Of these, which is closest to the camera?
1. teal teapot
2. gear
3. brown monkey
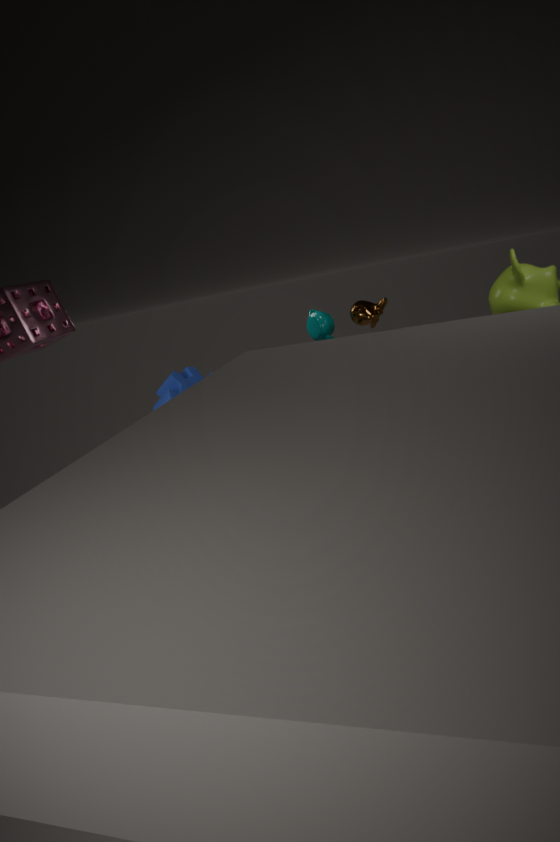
gear
